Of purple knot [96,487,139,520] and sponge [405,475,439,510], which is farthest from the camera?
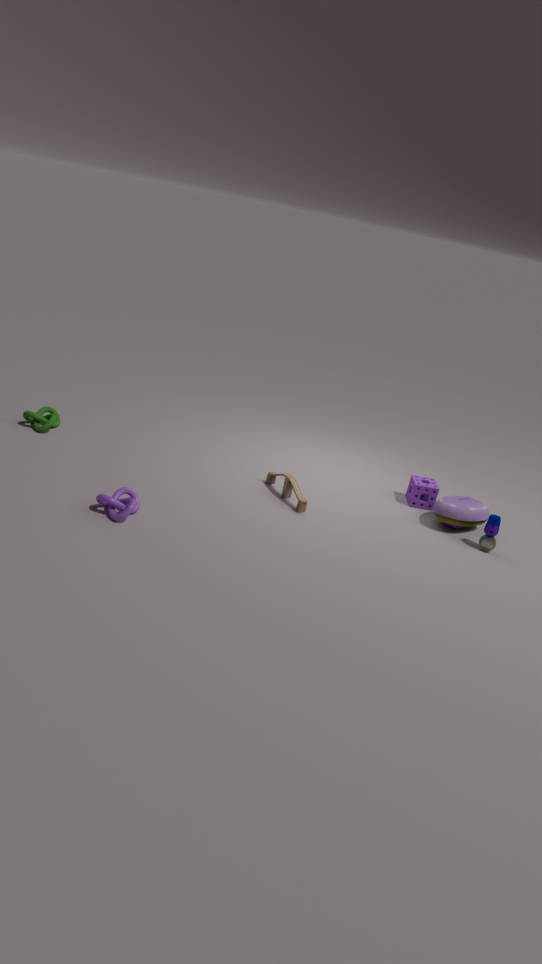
sponge [405,475,439,510]
